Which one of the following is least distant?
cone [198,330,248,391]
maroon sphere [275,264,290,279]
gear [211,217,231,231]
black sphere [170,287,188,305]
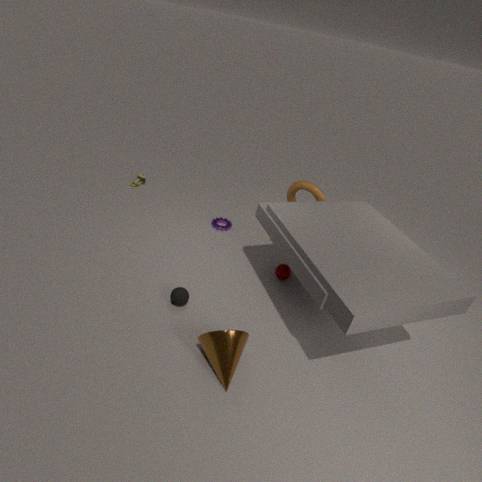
cone [198,330,248,391]
